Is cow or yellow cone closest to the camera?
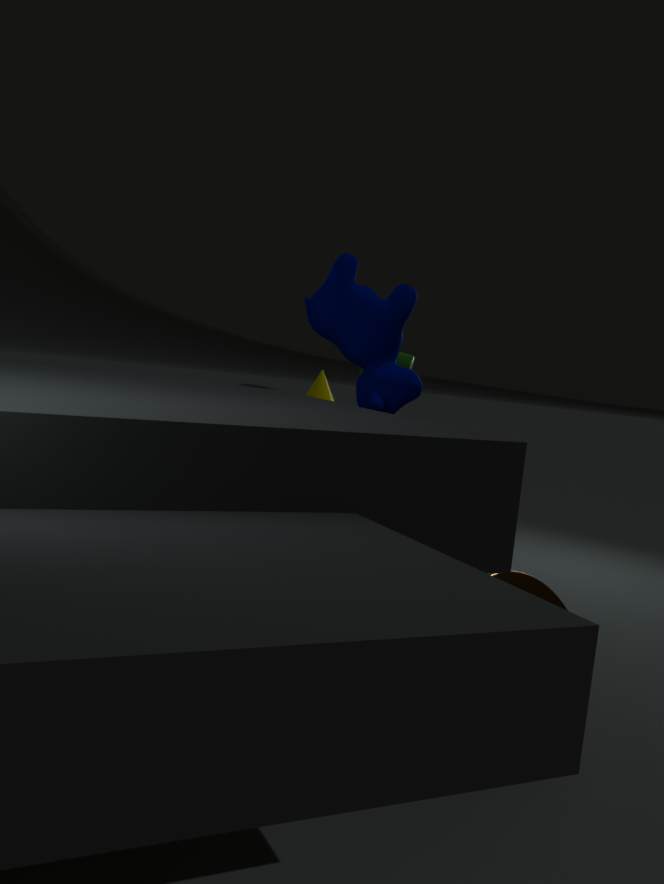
cow
